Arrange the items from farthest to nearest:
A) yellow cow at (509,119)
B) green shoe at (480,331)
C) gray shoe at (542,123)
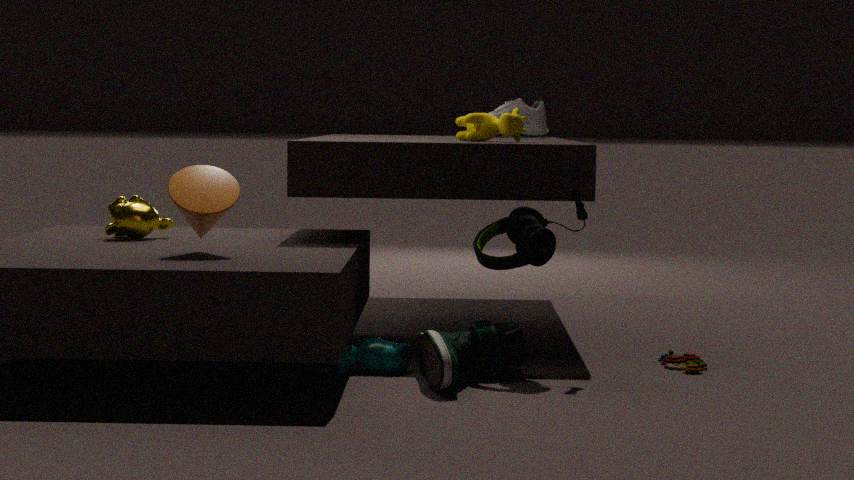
gray shoe at (542,123) → yellow cow at (509,119) → green shoe at (480,331)
